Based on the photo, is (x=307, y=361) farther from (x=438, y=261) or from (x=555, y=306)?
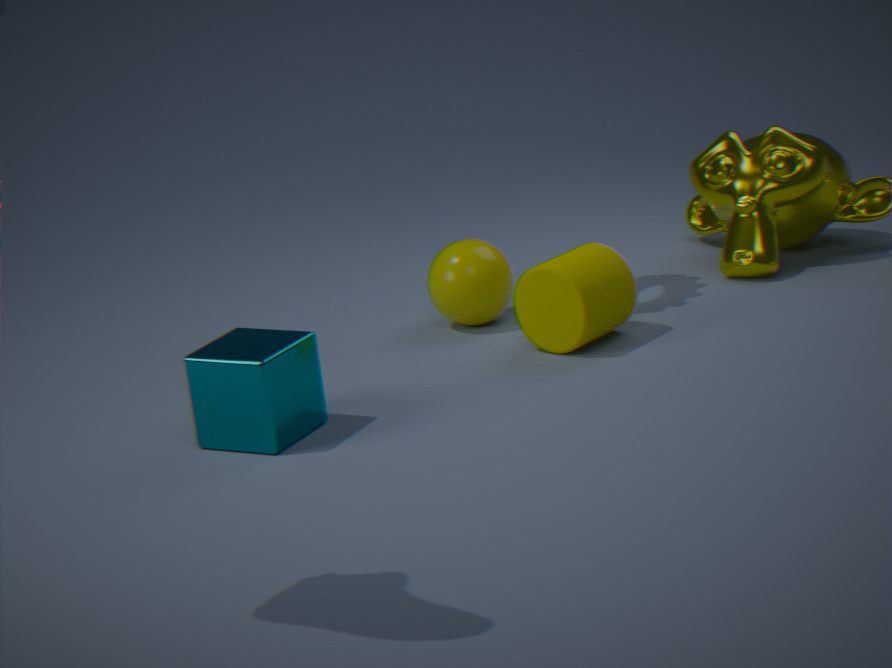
(x=555, y=306)
